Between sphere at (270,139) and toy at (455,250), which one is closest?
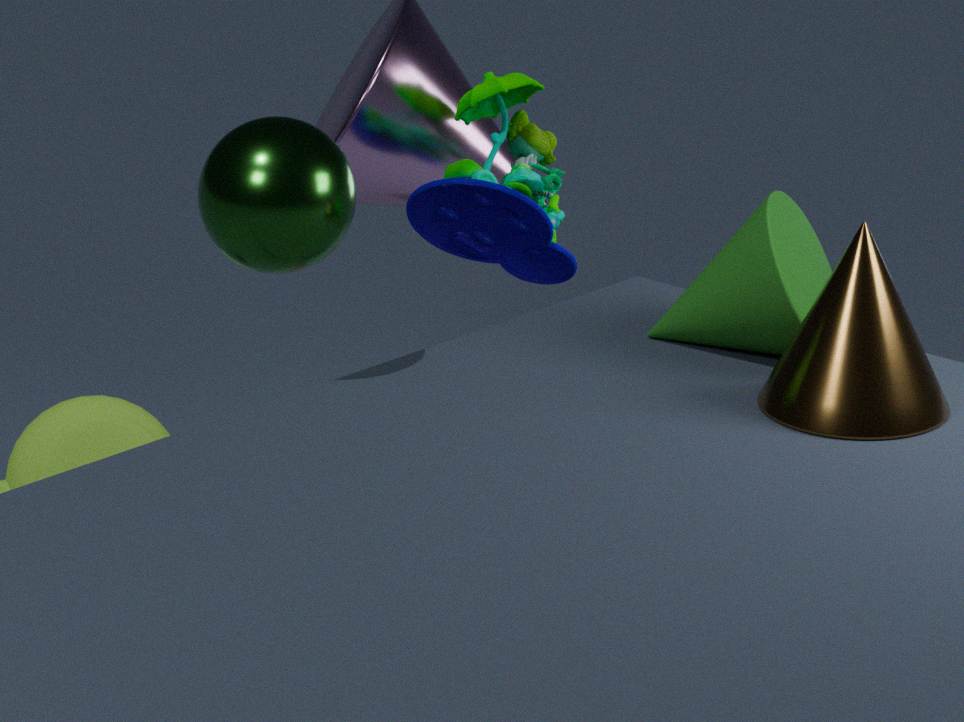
sphere at (270,139)
